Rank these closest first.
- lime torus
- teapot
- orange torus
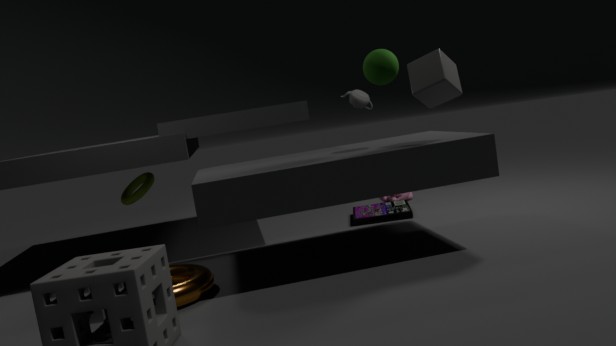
orange torus
lime torus
teapot
